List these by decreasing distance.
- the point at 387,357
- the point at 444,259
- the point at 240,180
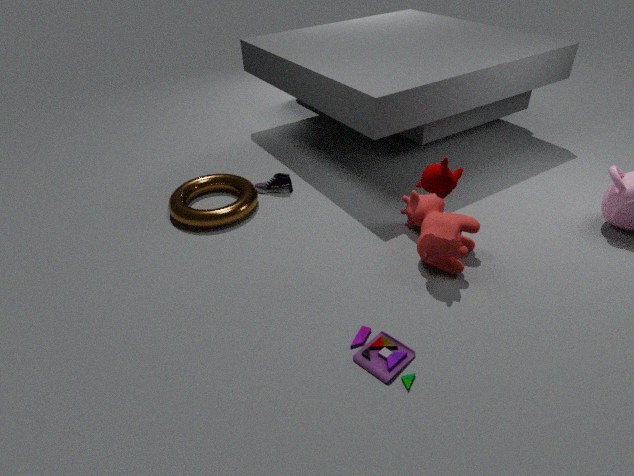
1. the point at 240,180
2. the point at 444,259
3. the point at 387,357
